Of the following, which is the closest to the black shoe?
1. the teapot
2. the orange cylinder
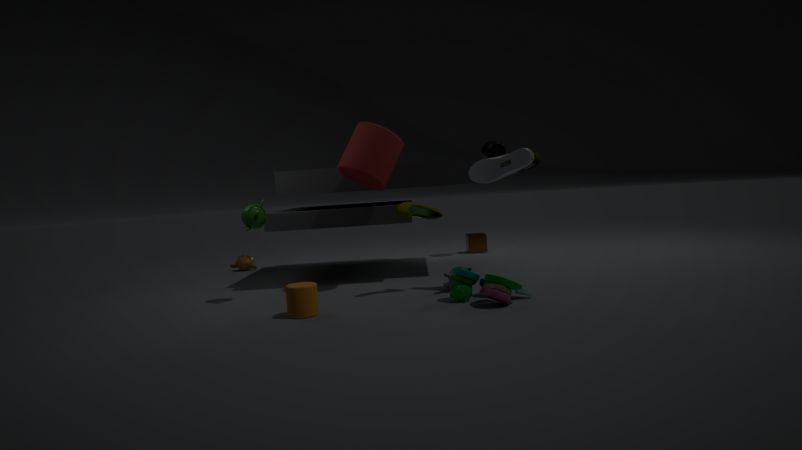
the orange cylinder
